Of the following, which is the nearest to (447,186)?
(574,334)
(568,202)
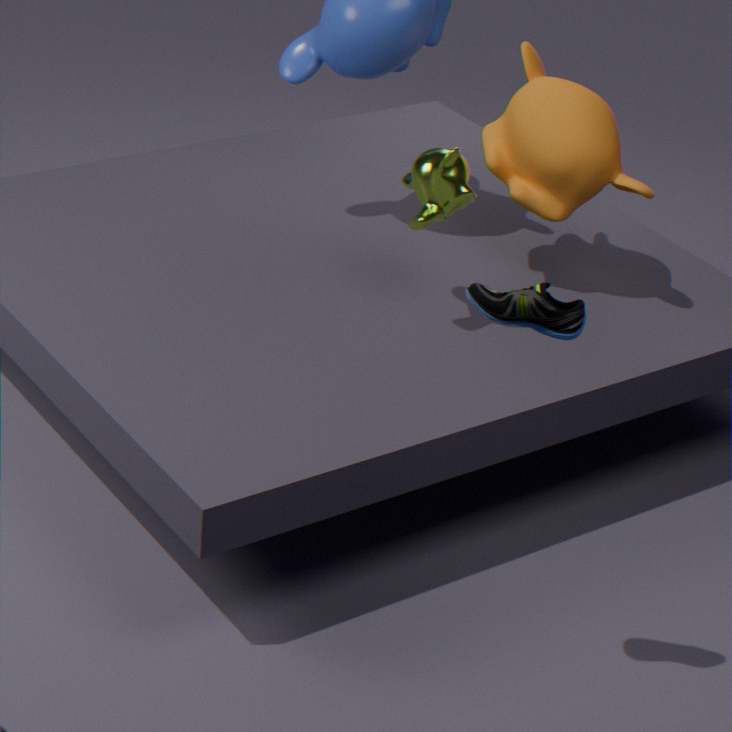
(568,202)
